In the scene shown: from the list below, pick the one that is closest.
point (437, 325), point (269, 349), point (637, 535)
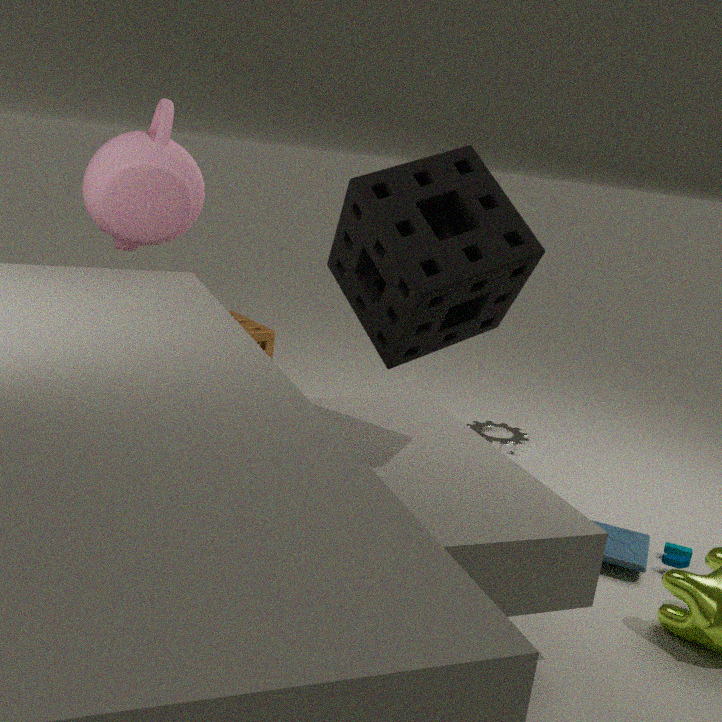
point (437, 325)
